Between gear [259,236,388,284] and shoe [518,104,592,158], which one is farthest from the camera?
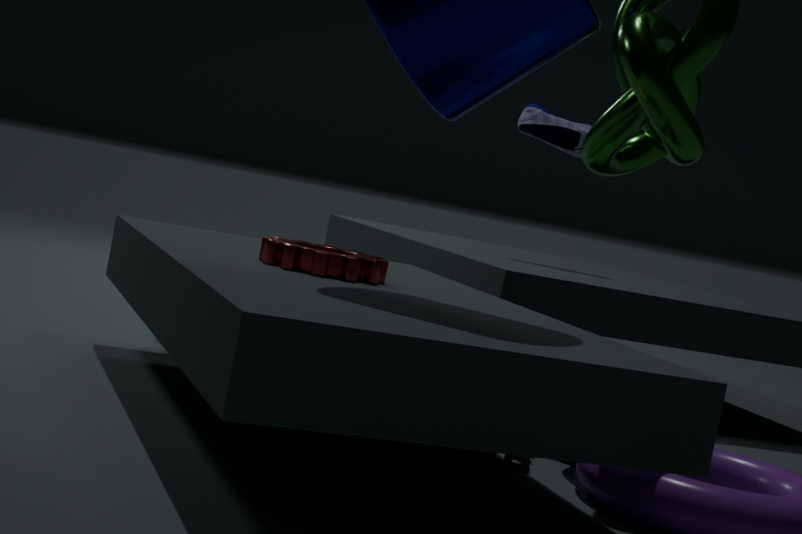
shoe [518,104,592,158]
